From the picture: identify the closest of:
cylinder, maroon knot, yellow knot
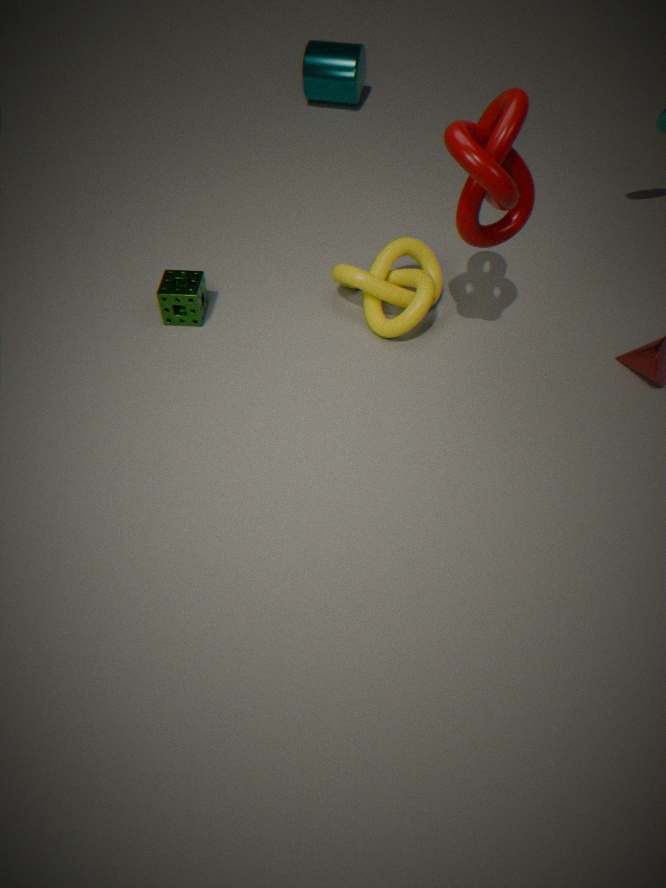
→ maroon knot
